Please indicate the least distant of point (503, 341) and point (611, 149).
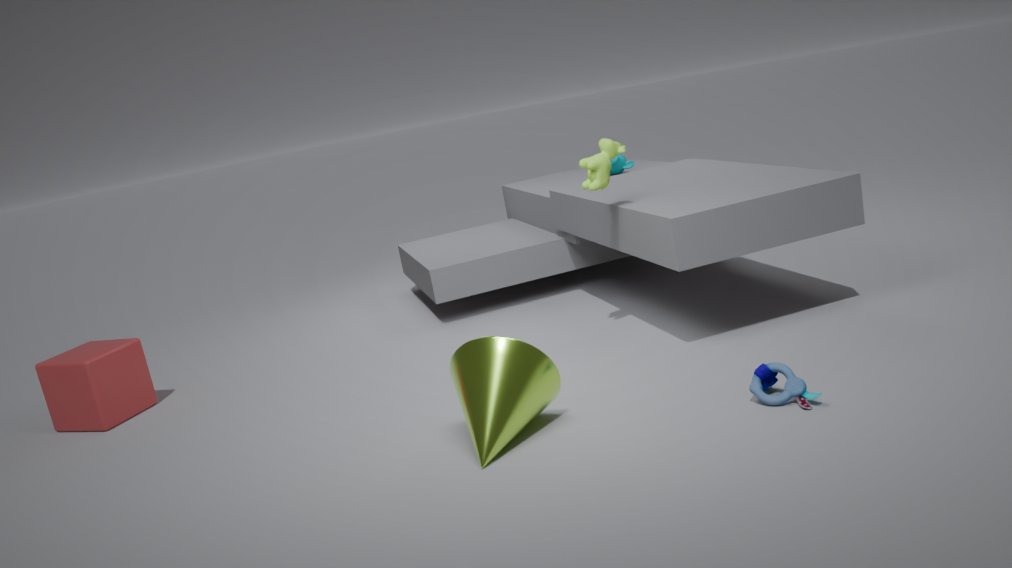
point (503, 341)
